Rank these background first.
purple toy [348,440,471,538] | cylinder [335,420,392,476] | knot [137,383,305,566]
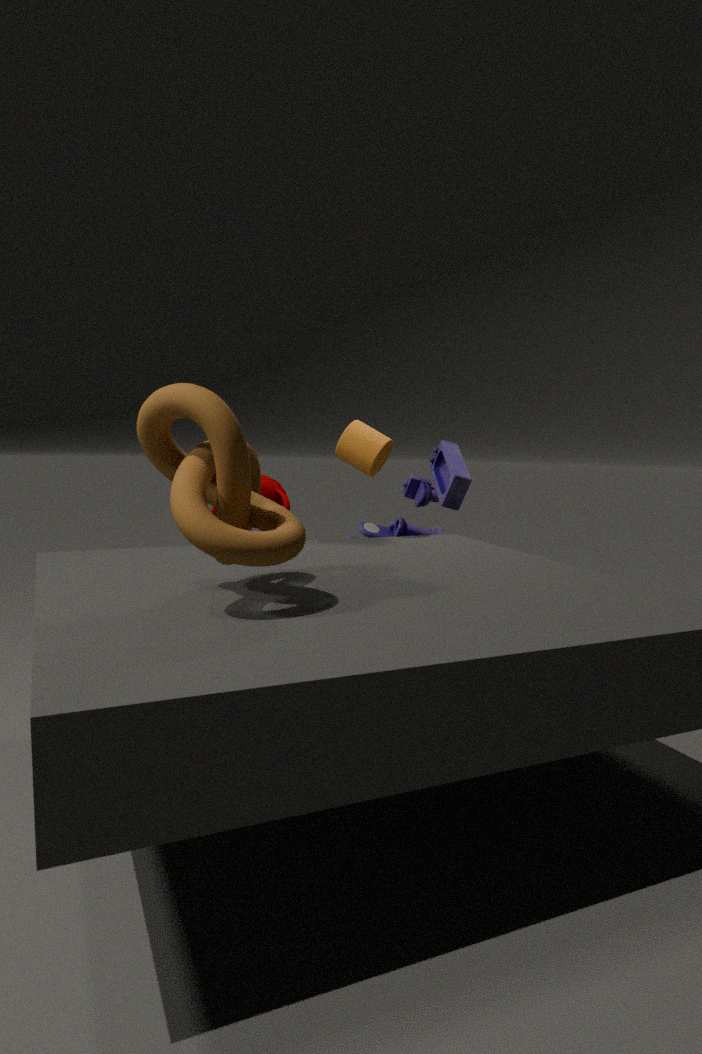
purple toy [348,440,471,538] < cylinder [335,420,392,476] < knot [137,383,305,566]
